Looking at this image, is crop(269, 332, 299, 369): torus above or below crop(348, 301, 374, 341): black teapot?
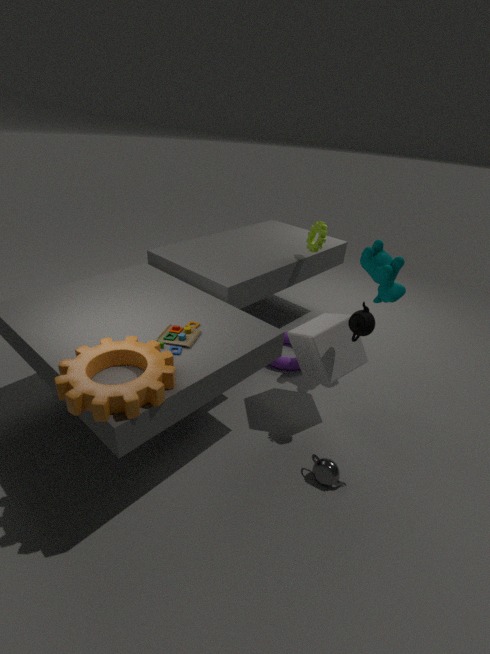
below
